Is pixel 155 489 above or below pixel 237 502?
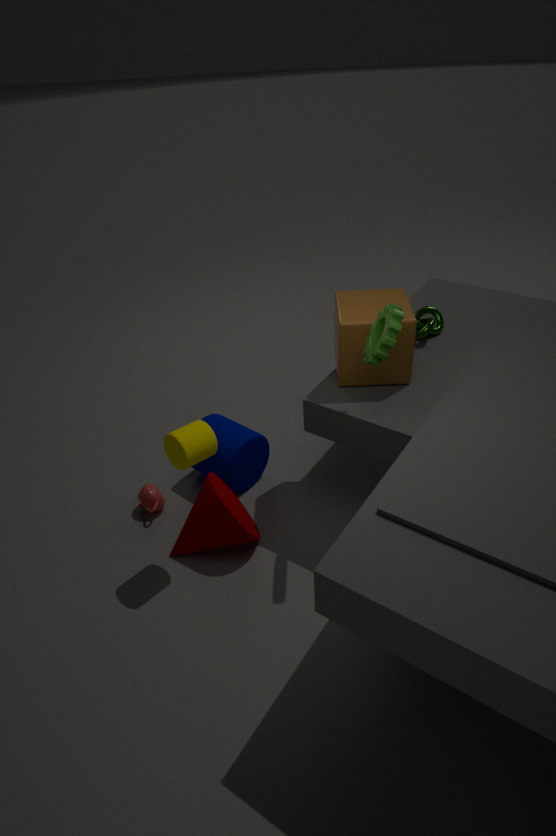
below
